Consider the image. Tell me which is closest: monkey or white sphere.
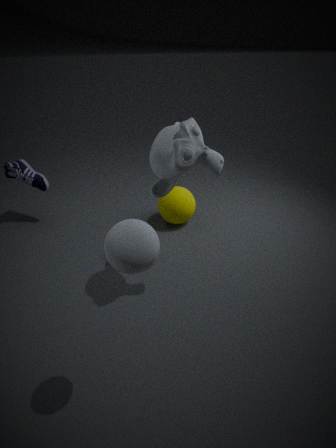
white sphere
